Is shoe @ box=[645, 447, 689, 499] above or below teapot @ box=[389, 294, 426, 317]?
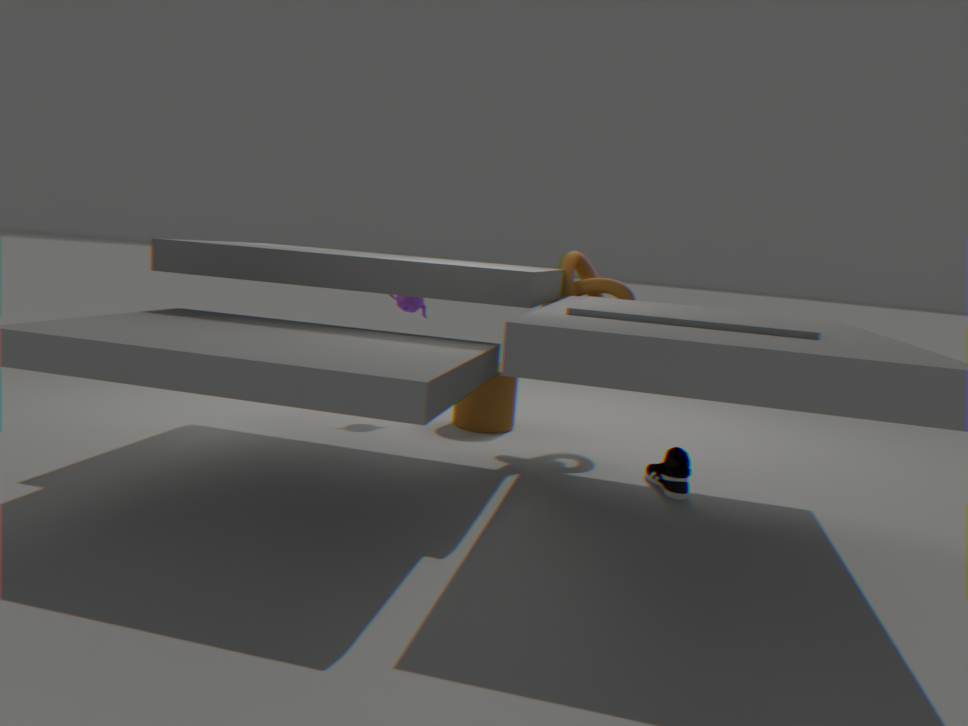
below
